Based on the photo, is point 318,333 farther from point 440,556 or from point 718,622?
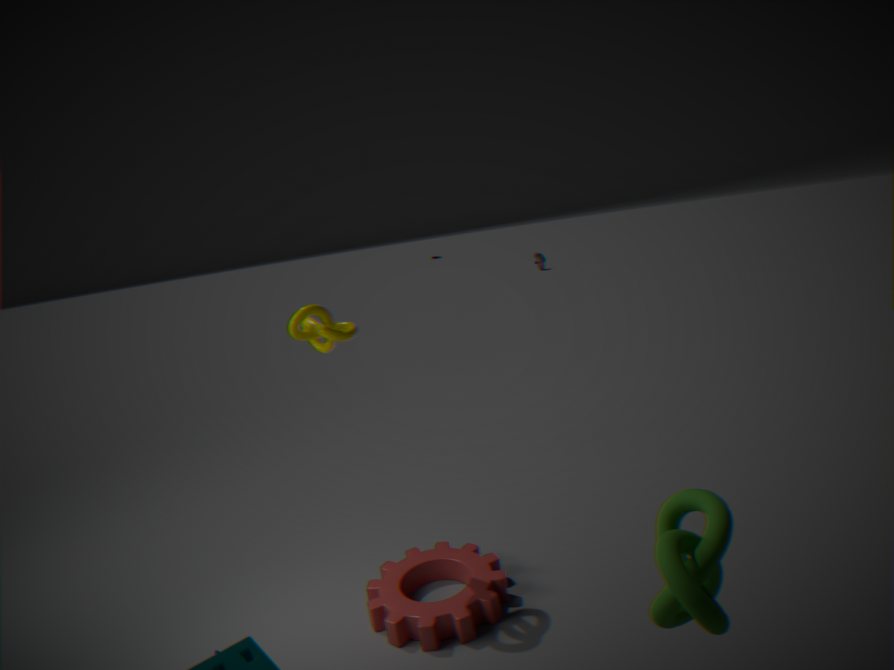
point 718,622
